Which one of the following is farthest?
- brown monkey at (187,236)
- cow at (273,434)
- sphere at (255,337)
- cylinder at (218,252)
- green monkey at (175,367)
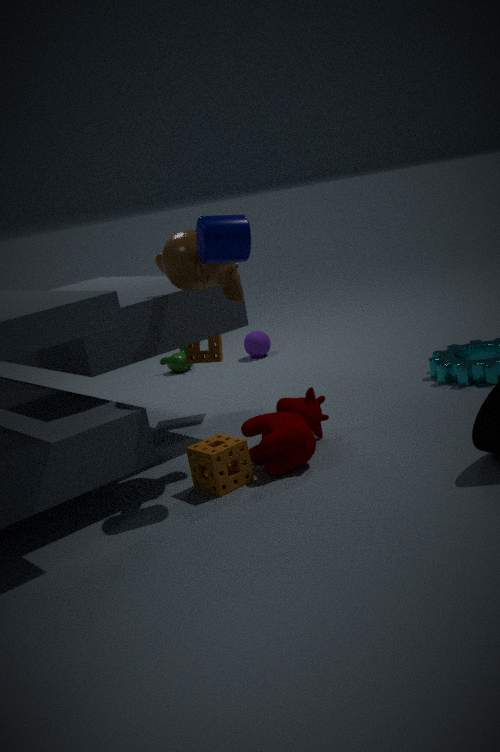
green monkey at (175,367)
